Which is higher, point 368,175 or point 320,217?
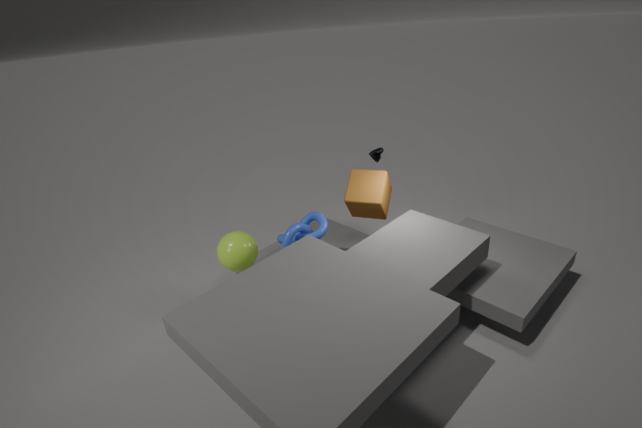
point 368,175
